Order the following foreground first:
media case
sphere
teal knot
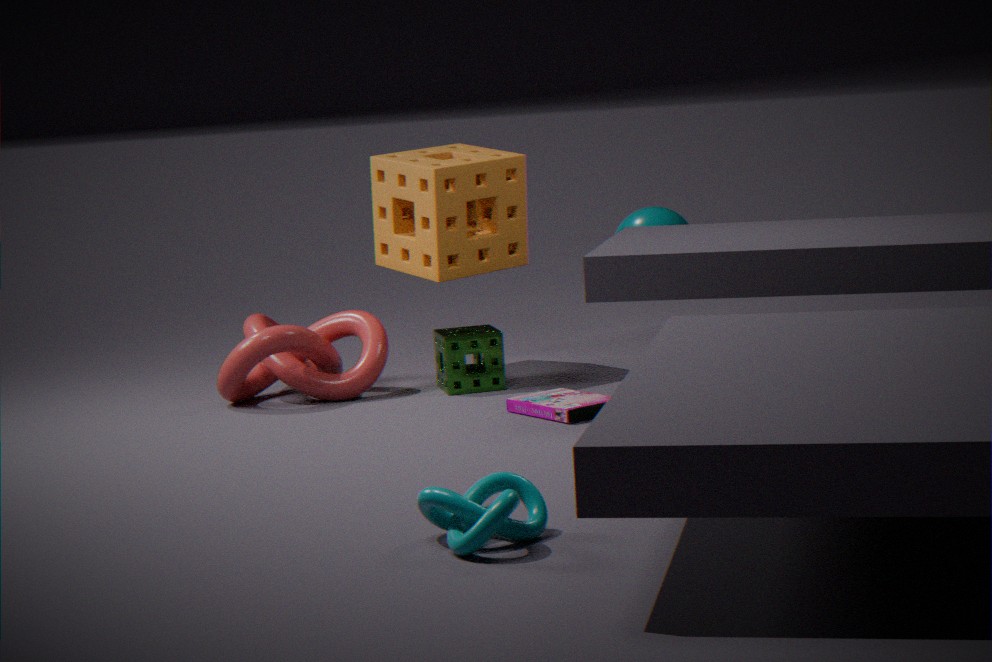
teal knot
media case
sphere
